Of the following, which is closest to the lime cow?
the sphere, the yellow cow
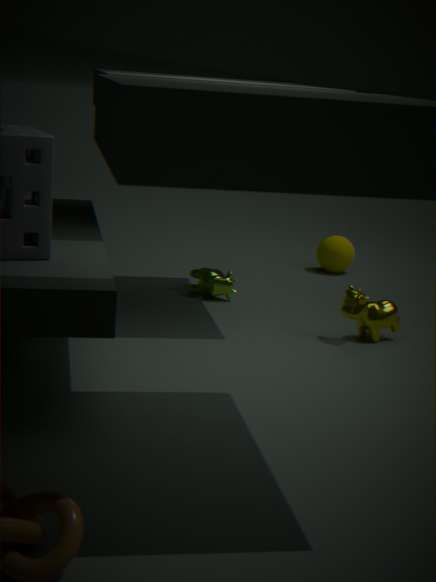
the yellow cow
